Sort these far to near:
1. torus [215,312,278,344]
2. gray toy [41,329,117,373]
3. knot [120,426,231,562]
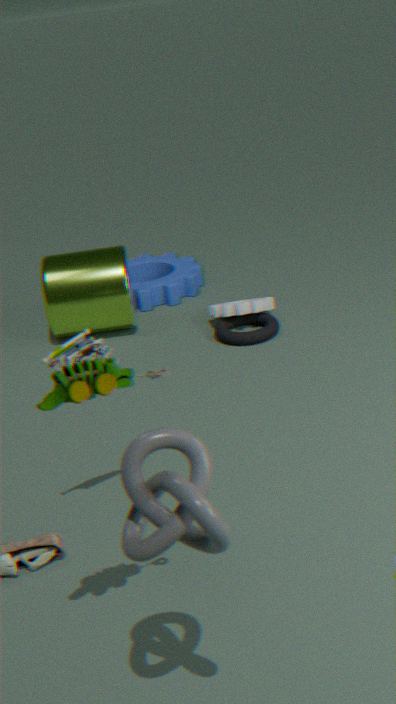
torus [215,312,278,344], gray toy [41,329,117,373], knot [120,426,231,562]
